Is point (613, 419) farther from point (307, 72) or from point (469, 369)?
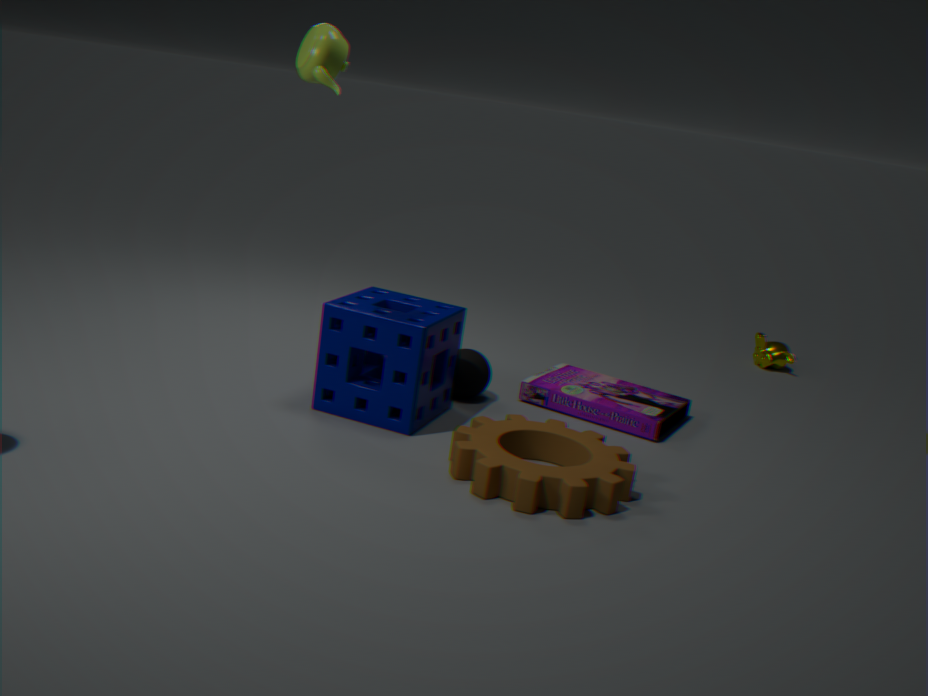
point (307, 72)
